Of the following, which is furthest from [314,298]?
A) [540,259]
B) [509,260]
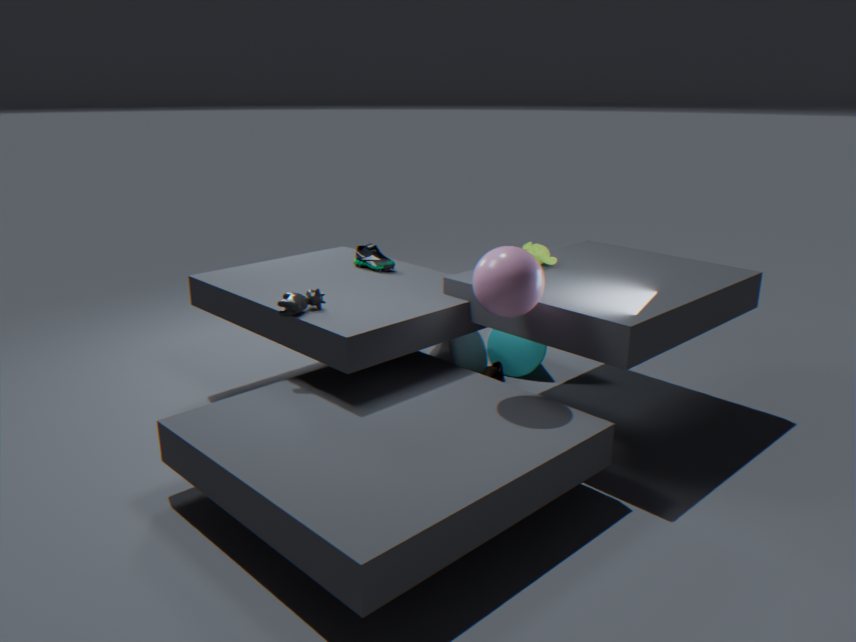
[540,259]
